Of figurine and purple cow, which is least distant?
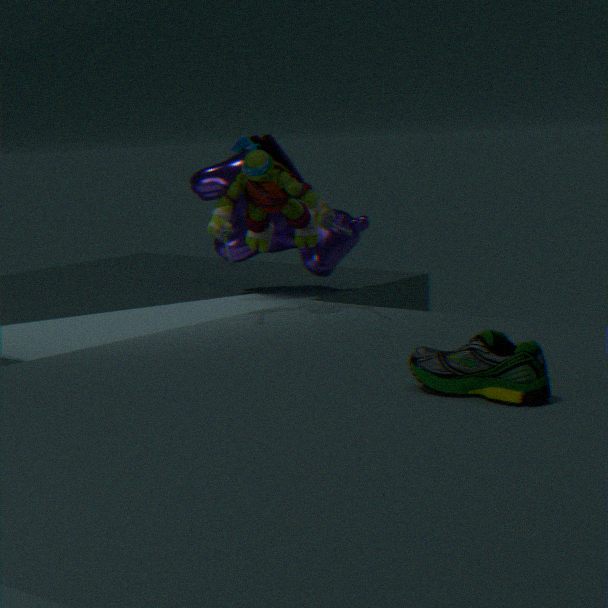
figurine
